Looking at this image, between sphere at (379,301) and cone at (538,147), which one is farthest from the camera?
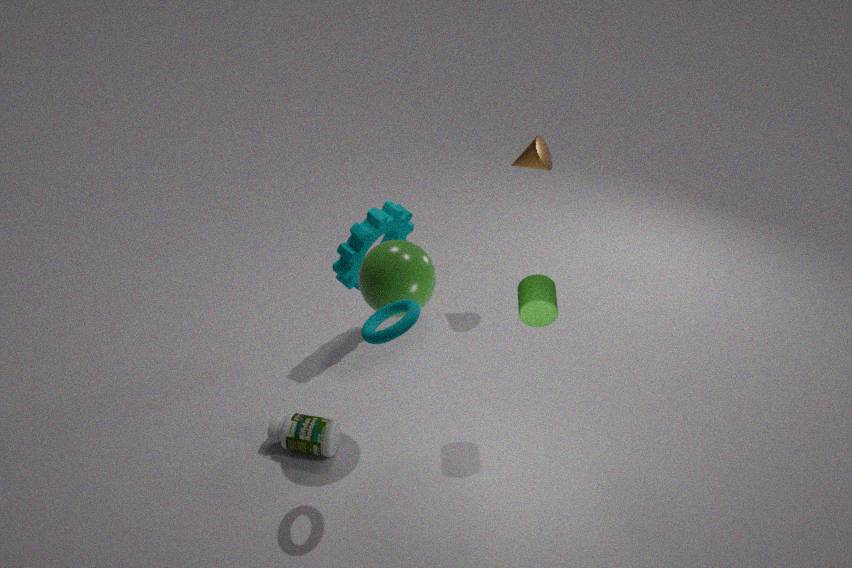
cone at (538,147)
